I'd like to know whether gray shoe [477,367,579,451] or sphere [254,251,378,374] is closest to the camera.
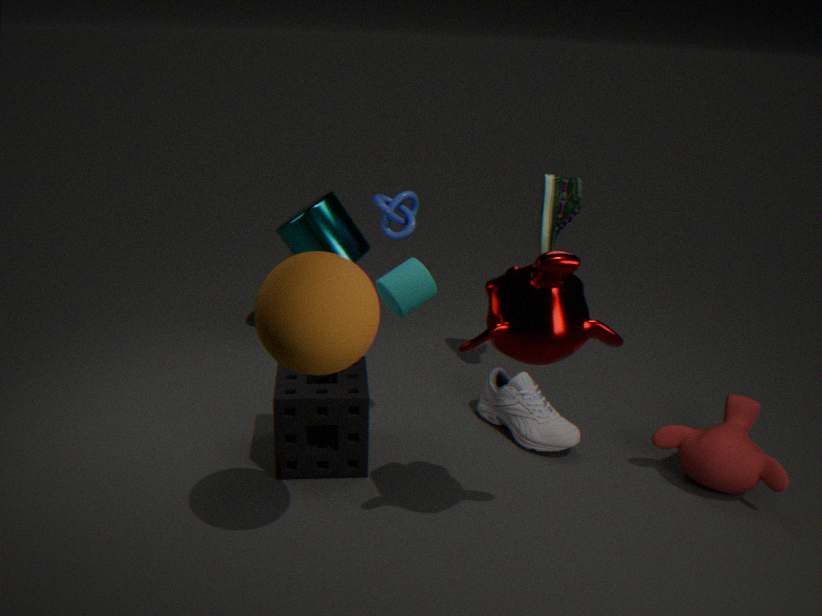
sphere [254,251,378,374]
